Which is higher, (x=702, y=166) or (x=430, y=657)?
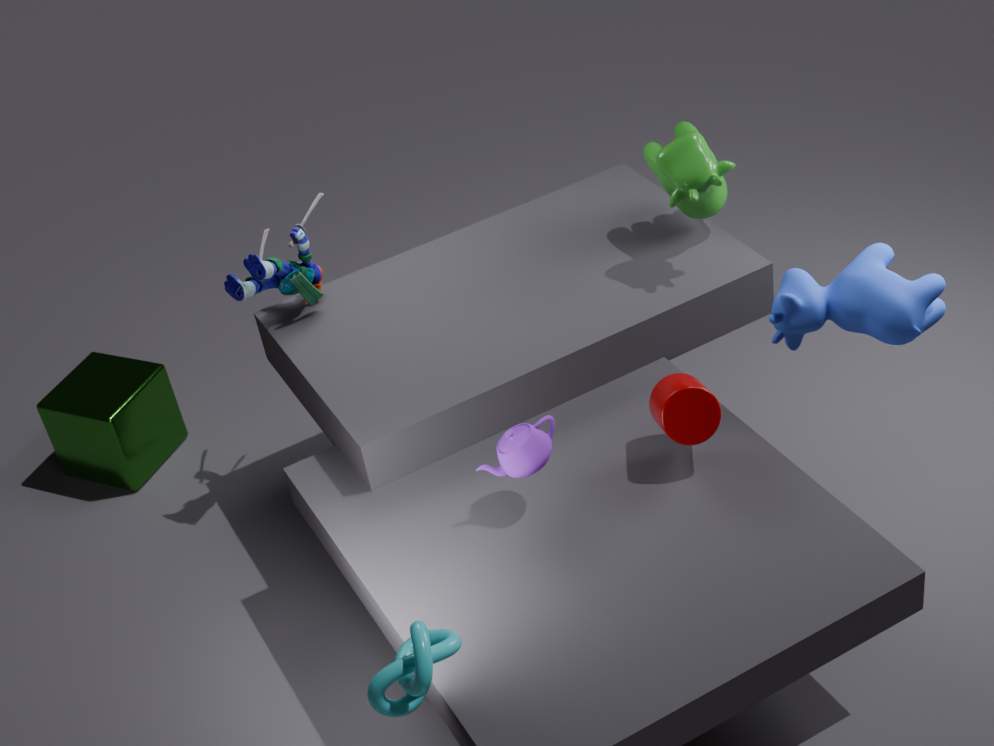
(x=702, y=166)
